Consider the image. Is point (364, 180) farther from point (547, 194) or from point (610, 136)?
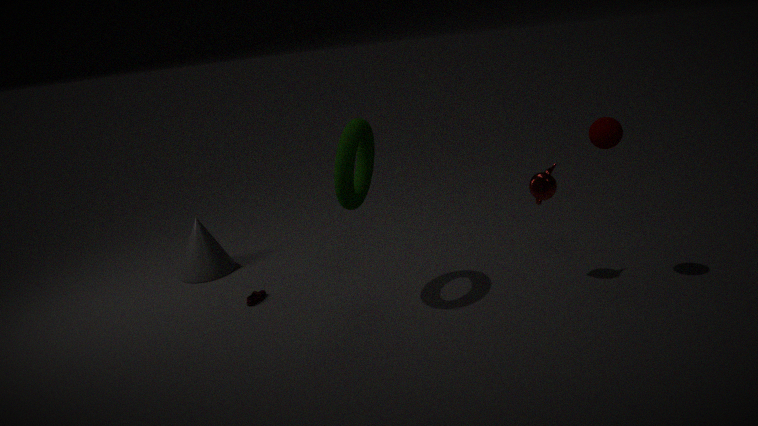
point (610, 136)
